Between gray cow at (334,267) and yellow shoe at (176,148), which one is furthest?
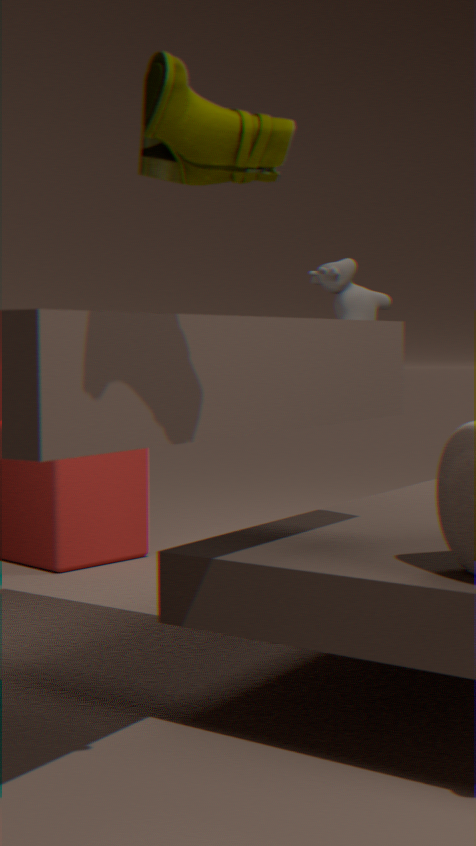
gray cow at (334,267)
